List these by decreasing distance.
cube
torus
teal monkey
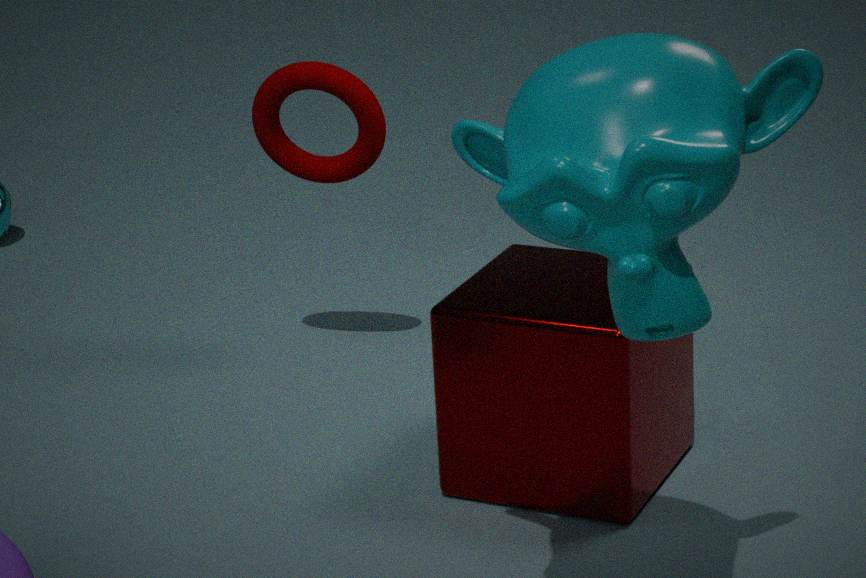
1. torus
2. cube
3. teal monkey
